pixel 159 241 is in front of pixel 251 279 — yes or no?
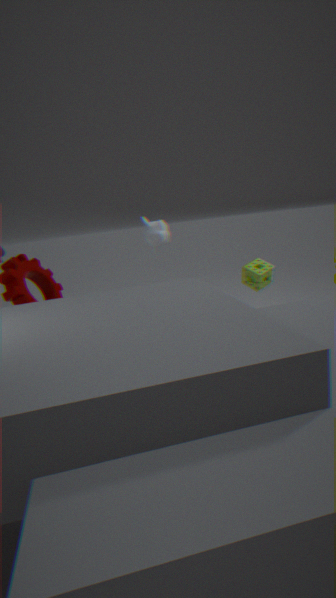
Yes
